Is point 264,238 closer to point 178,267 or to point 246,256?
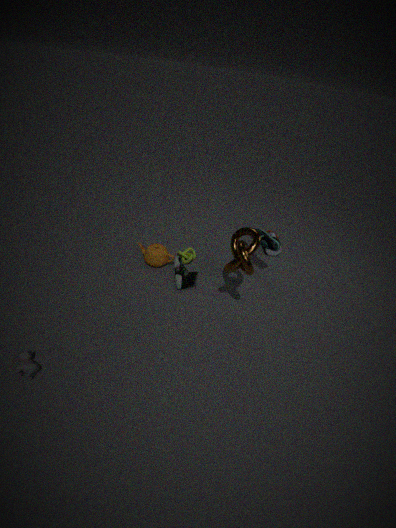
point 246,256
